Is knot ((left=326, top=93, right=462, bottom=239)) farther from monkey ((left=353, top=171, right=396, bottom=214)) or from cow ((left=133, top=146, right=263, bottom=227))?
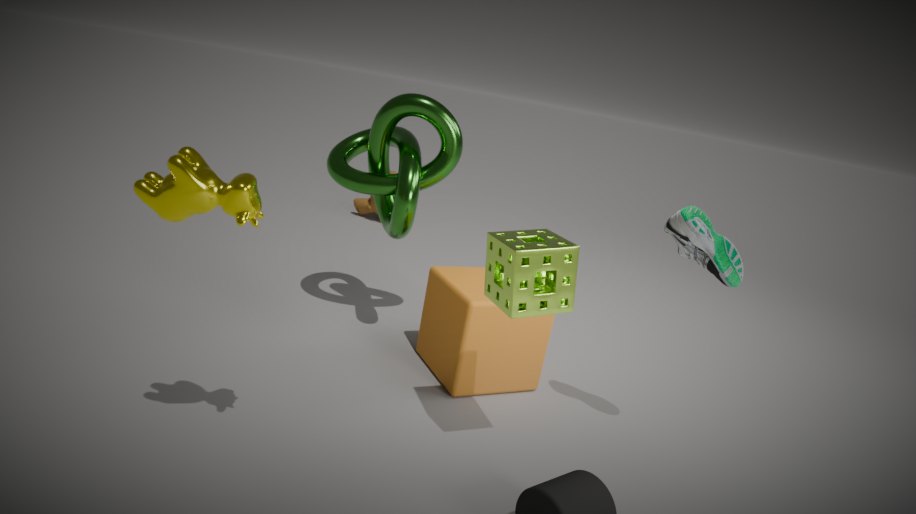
monkey ((left=353, top=171, right=396, bottom=214))
